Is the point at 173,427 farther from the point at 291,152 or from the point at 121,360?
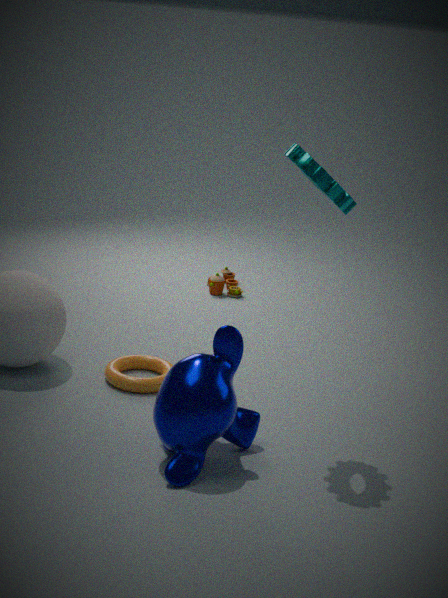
the point at 291,152
